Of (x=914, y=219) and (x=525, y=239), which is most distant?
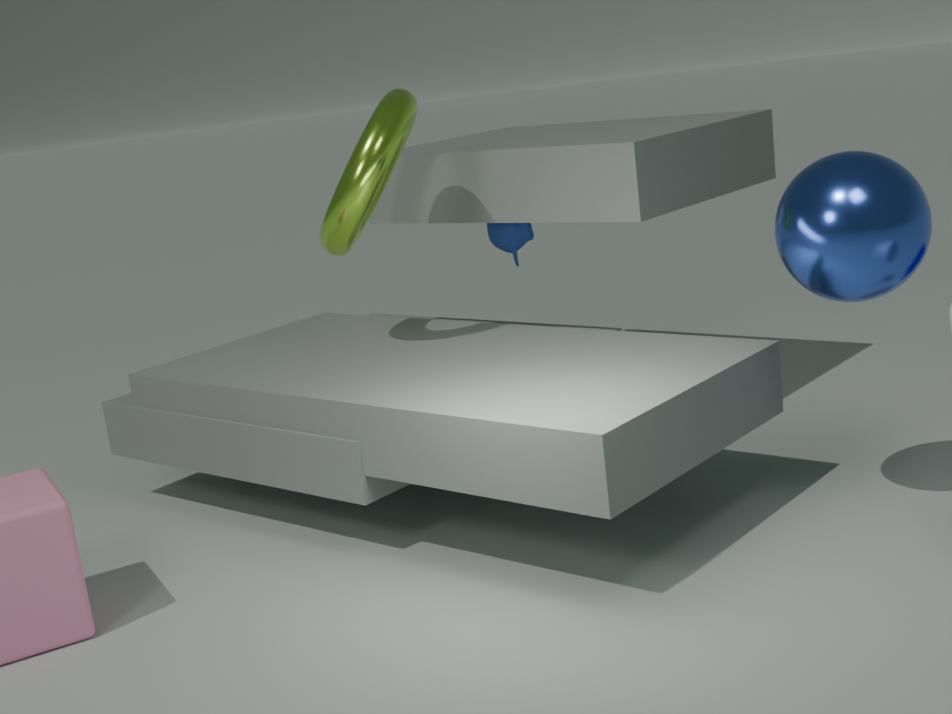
(x=525, y=239)
